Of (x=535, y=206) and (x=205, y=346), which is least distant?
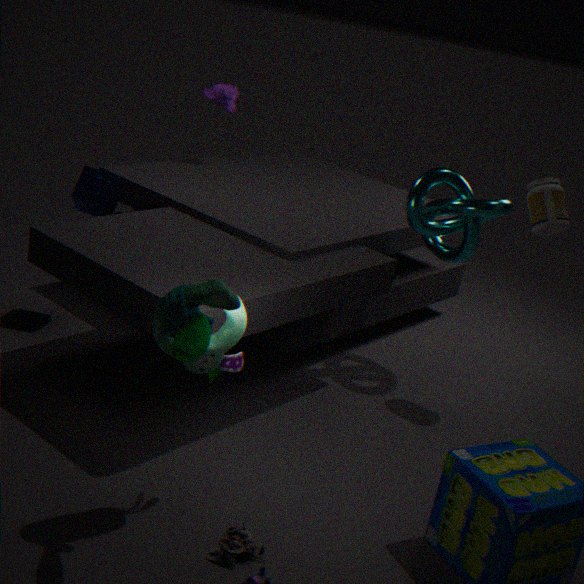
(x=205, y=346)
